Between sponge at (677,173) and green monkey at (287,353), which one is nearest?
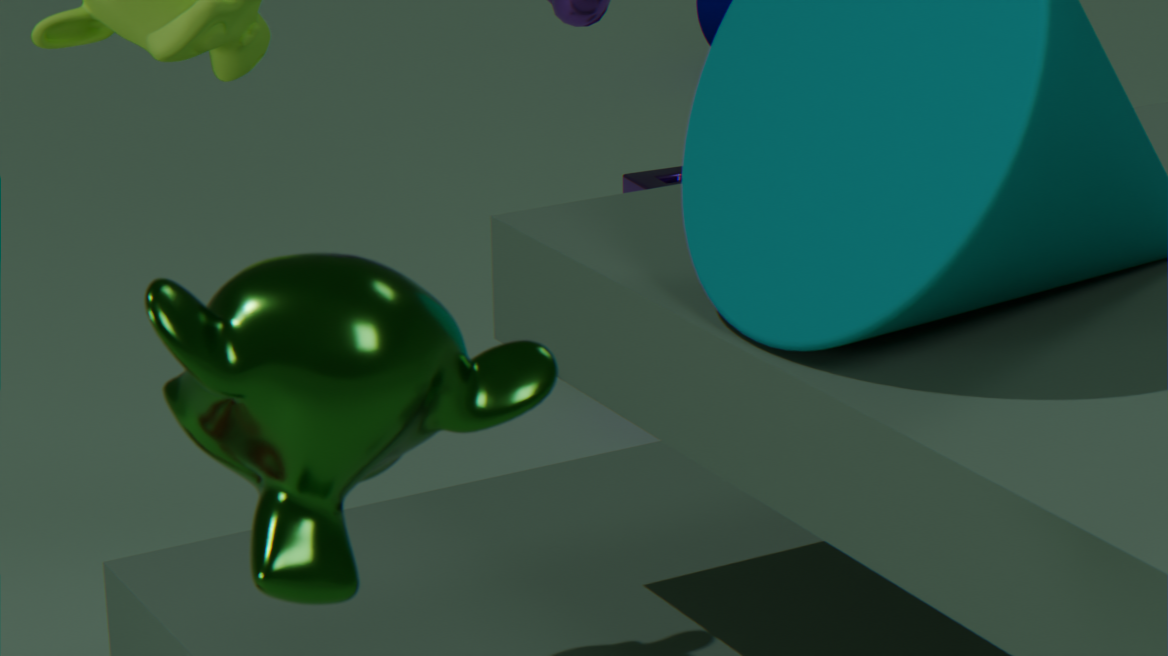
green monkey at (287,353)
